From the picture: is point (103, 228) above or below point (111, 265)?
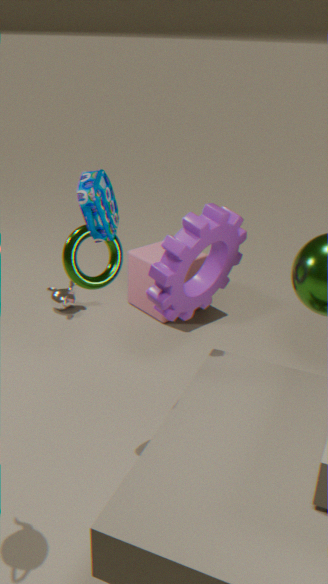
→ above
